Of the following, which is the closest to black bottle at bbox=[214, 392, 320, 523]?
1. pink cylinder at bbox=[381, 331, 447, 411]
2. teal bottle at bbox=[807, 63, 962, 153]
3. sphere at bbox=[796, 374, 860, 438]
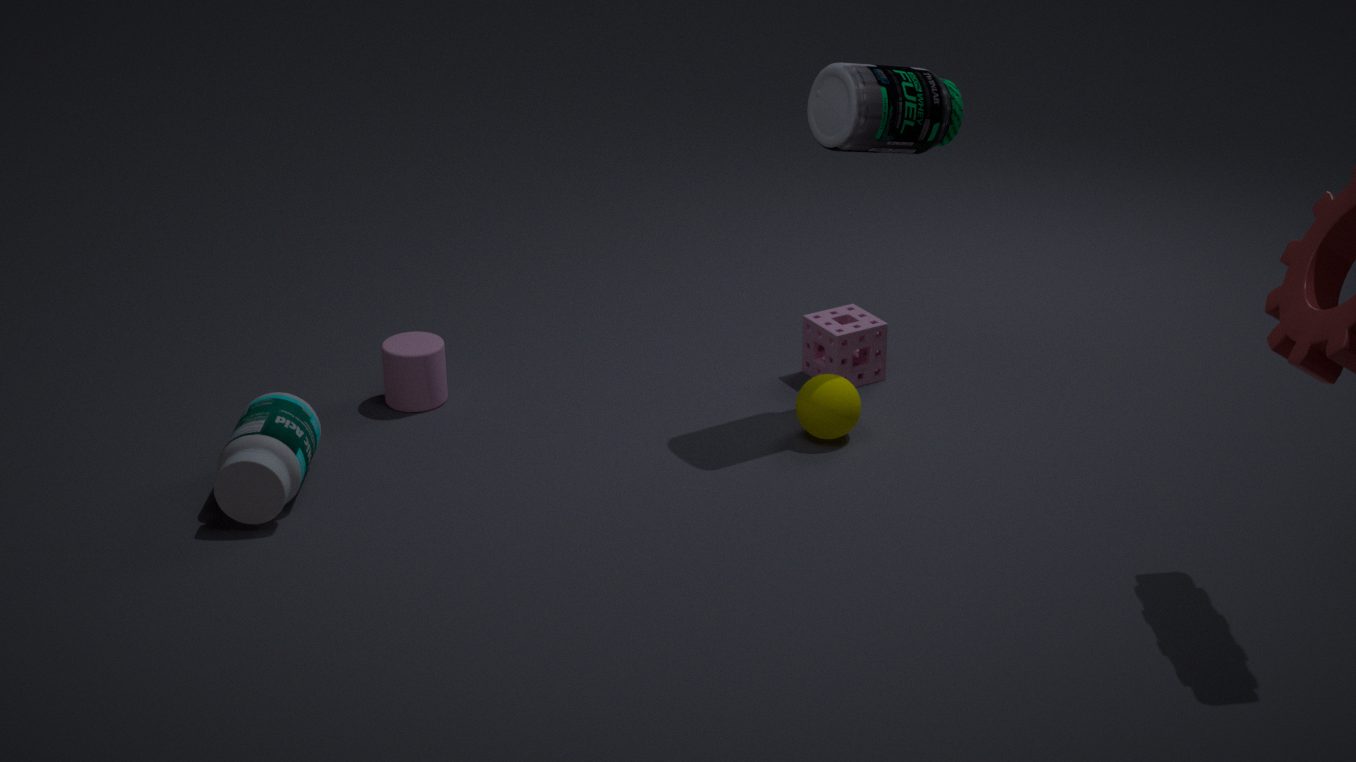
pink cylinder at bbox=[381, 331, 447, 411]
